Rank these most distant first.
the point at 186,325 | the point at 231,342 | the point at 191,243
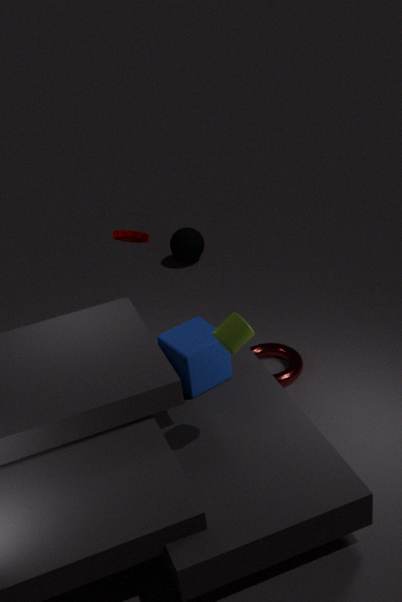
the point at 191,243, the point at 186,325, the point at 231,342
